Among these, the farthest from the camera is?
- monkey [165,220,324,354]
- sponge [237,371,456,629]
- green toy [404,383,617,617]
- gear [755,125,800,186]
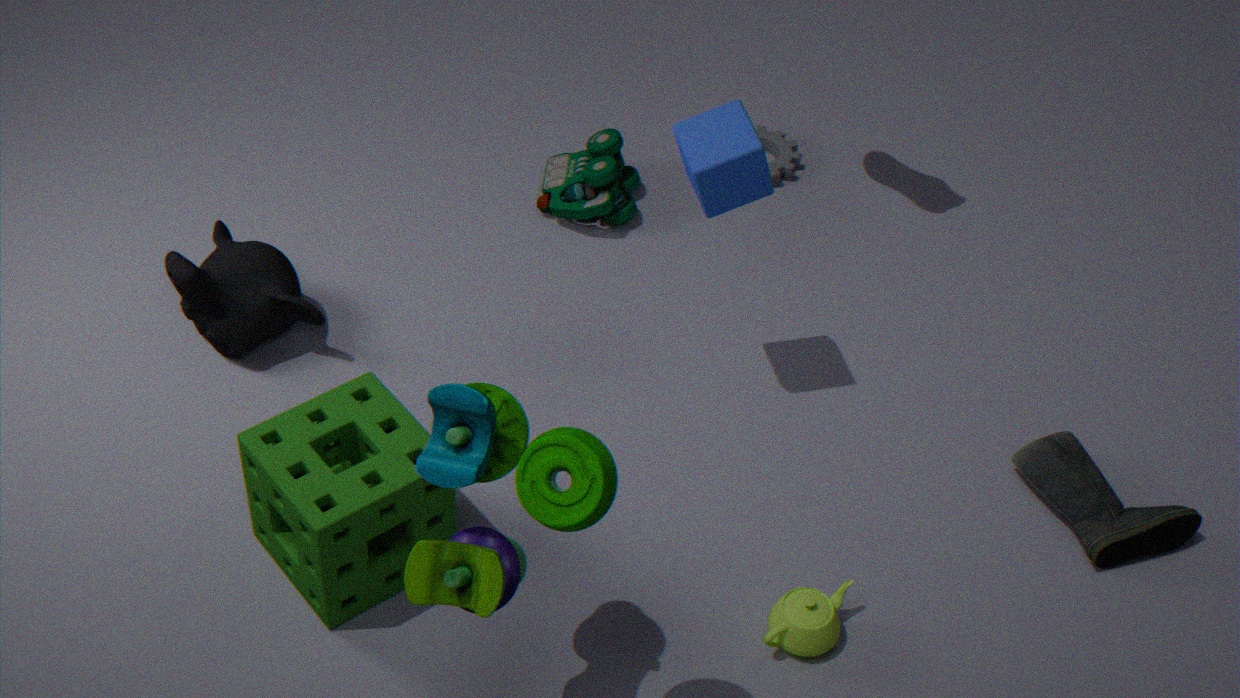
gear [755,125,800,186]
